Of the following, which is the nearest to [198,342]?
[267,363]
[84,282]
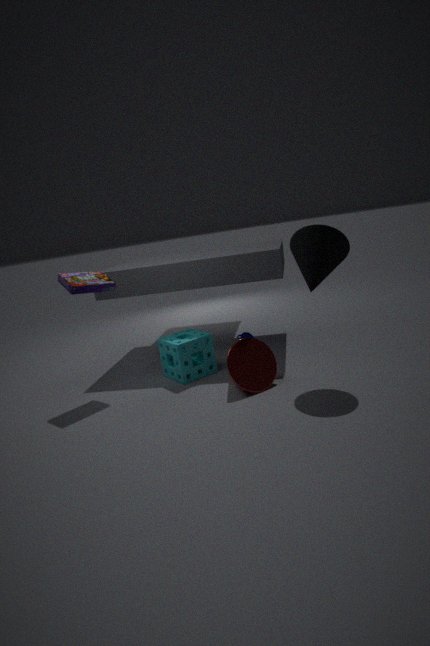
[267,363]
